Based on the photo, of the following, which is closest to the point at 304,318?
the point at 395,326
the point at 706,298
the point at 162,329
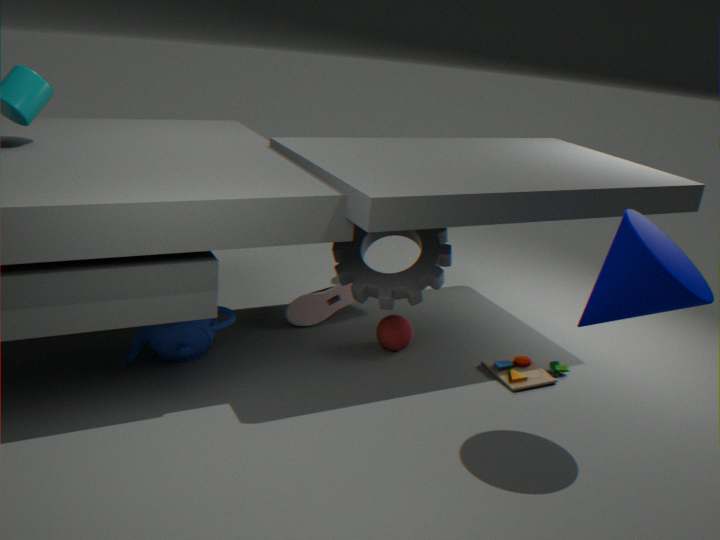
the point at 395,326
